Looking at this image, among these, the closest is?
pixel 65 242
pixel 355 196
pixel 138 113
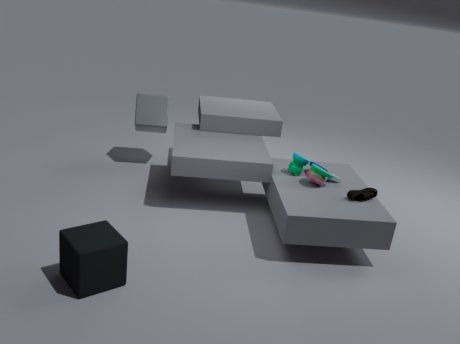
pixel 65 242
